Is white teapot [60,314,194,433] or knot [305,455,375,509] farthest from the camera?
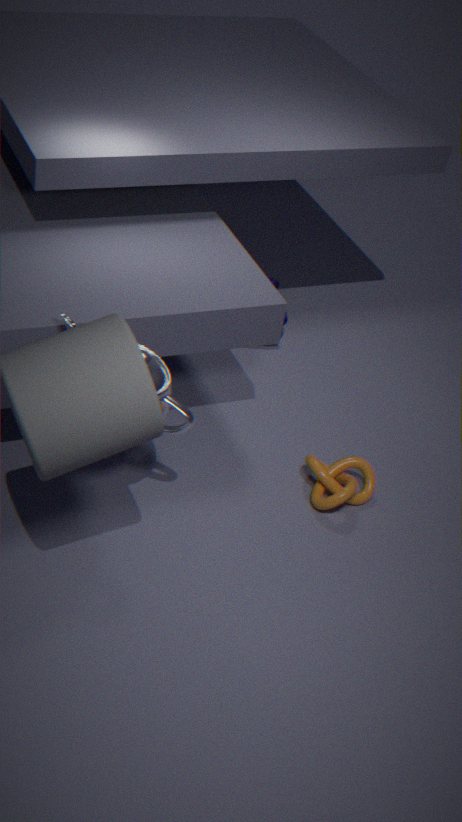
knot [305,455,375,509]
